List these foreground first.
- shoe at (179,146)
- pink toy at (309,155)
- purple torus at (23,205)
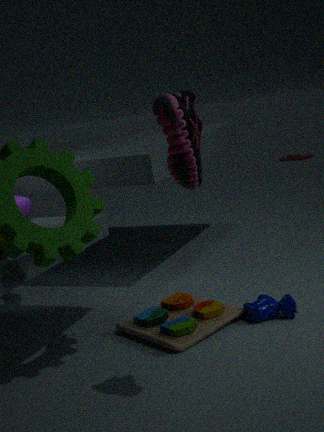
shoe at (179,146) → purple torus at (23,205) → pink toy at (309,155)
